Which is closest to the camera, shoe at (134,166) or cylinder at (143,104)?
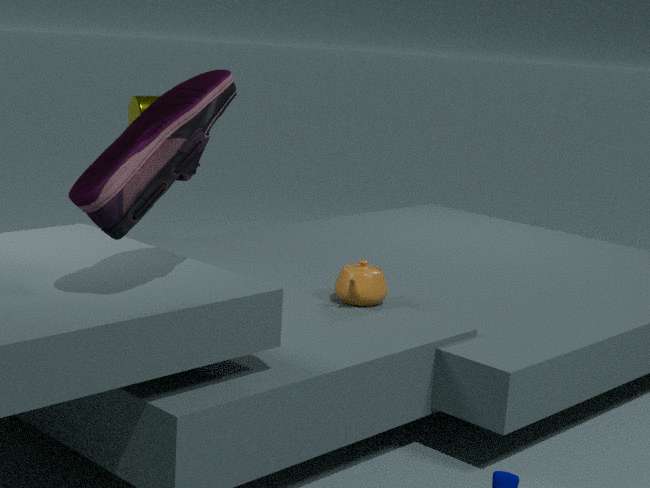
shoe at (134,166)
